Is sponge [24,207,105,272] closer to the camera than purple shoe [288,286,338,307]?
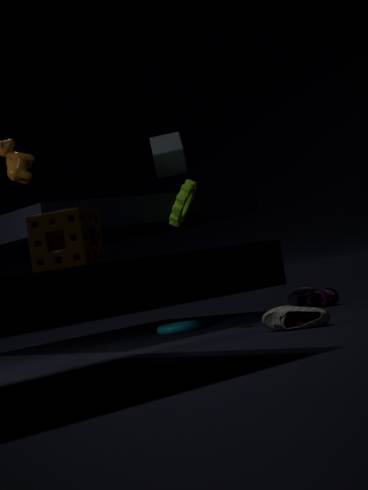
Yes
